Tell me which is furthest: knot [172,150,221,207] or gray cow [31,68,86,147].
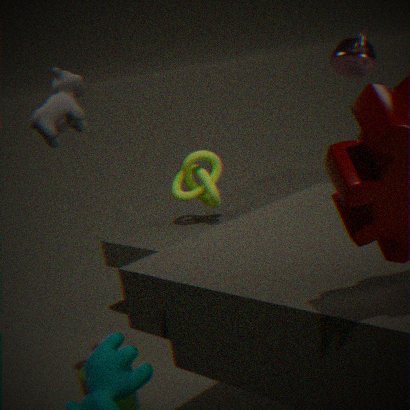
knot [172,150,221,207]
